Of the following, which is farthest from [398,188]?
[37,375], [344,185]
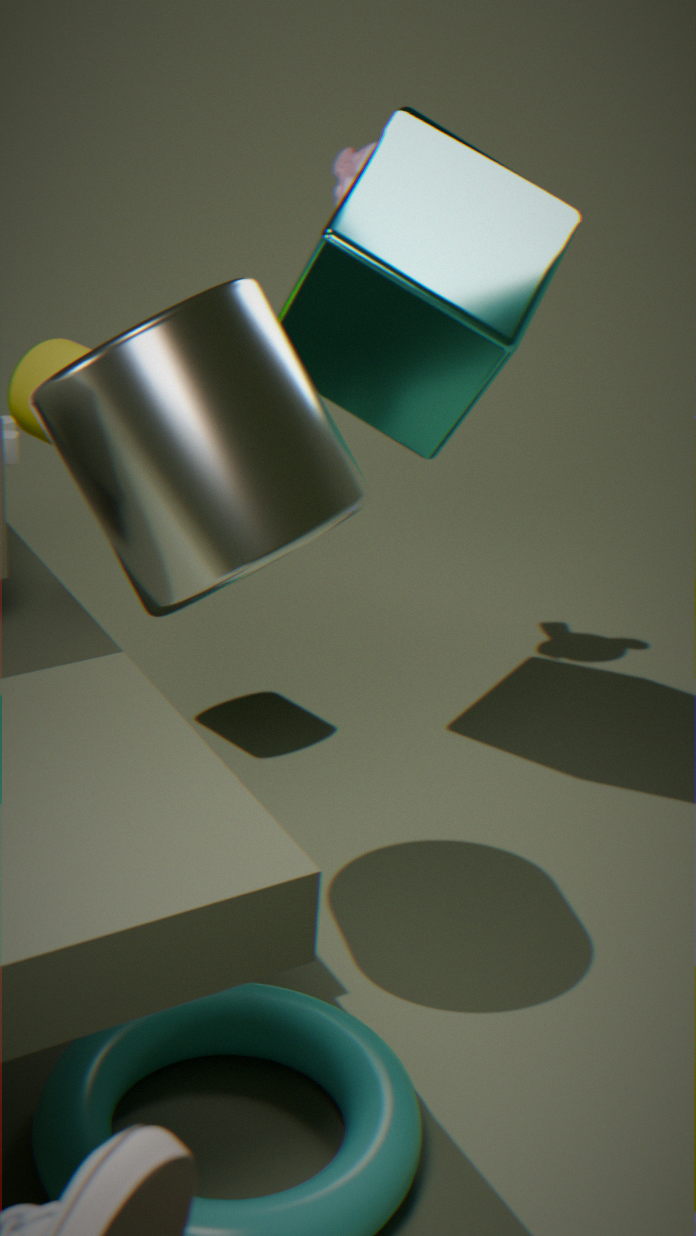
[37,375]
